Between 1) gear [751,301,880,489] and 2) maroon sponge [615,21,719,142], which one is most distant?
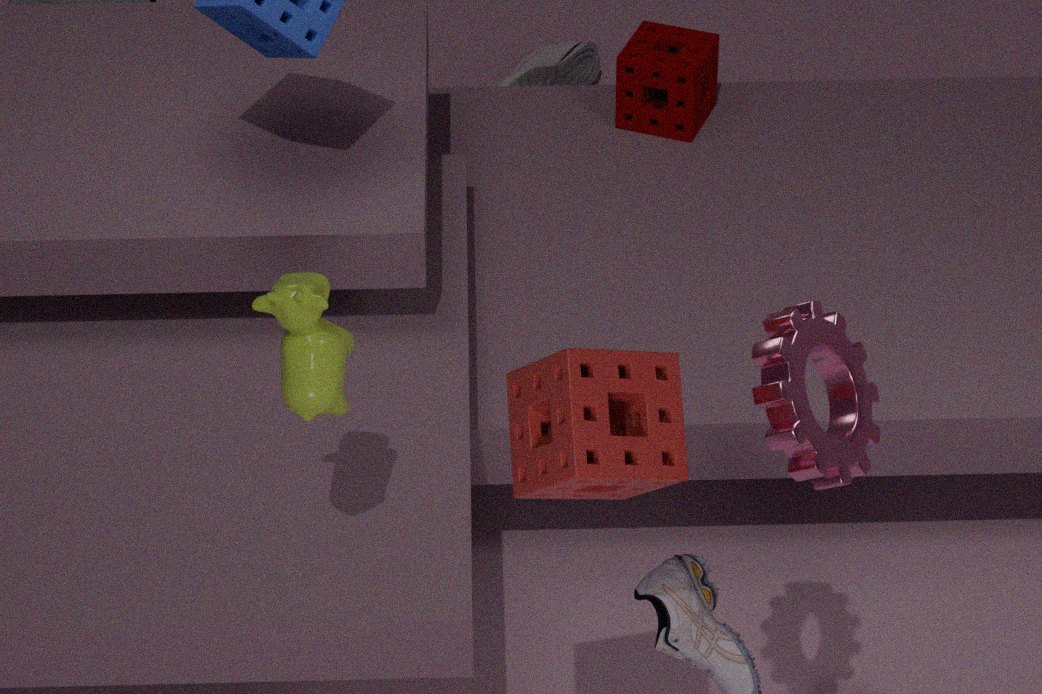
2. maroon sponge [615,21,719,142]
